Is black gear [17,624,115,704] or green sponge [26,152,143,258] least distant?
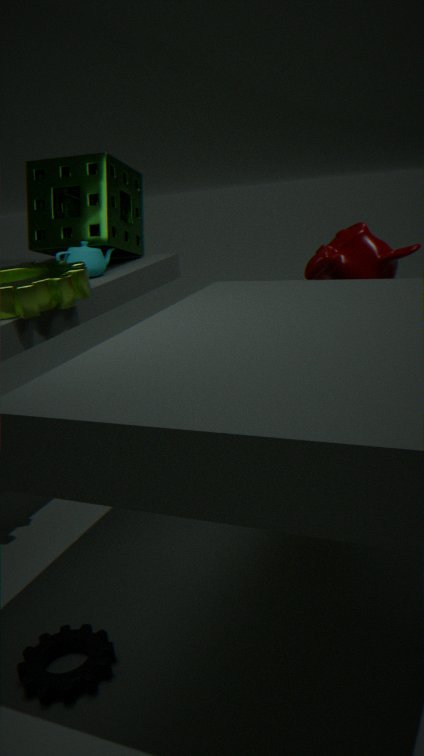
black gear [17,624,115,704]
